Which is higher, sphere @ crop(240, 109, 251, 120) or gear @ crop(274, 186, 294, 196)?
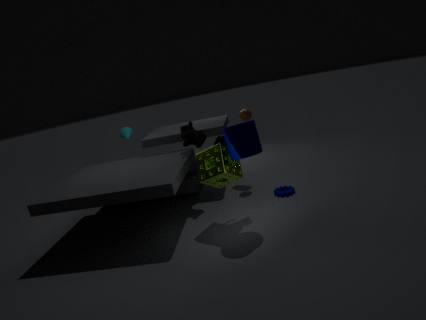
sphere @ crop(240, 109, 251, 120)
